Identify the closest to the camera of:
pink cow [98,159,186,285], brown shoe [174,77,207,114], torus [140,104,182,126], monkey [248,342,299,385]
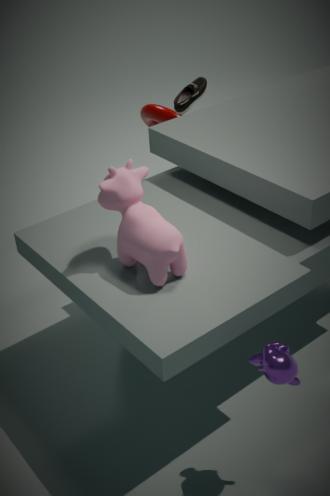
monkey [248,342,299,385]
